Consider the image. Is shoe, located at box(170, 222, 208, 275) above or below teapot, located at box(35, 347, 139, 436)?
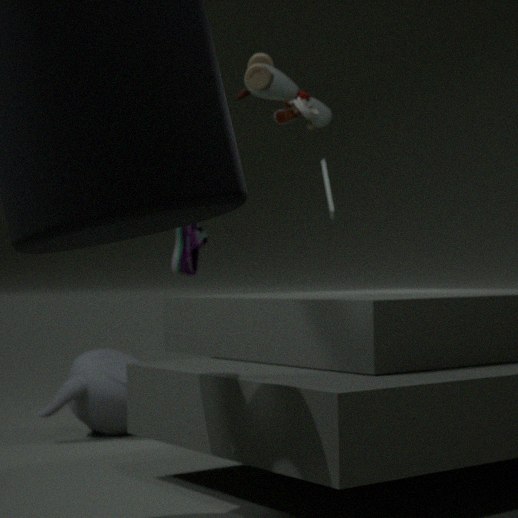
above
